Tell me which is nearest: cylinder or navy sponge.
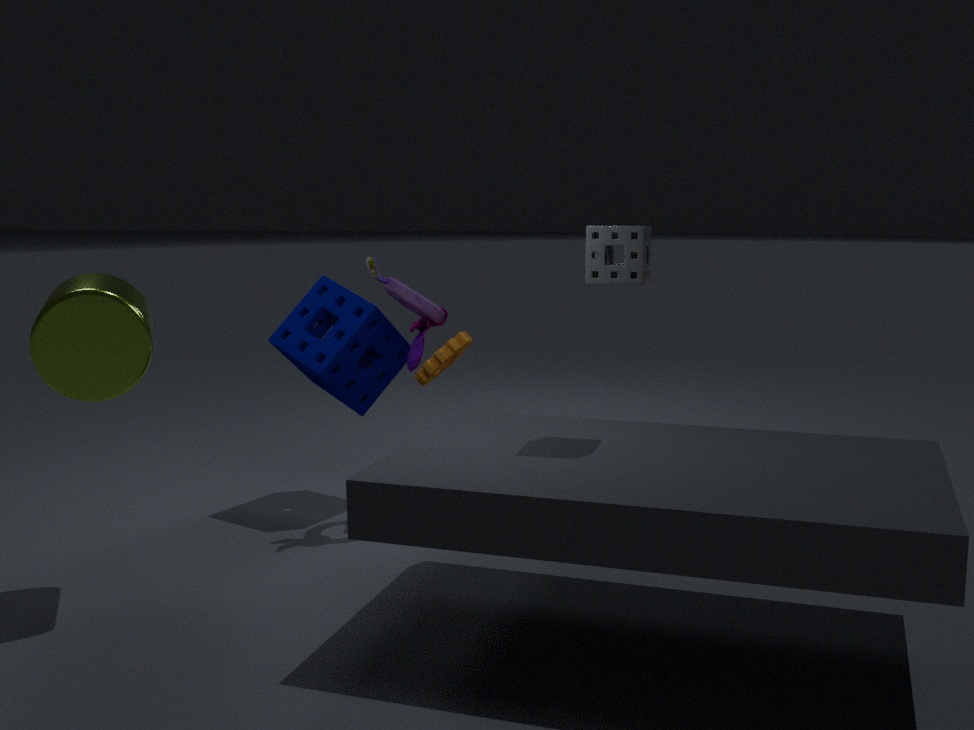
cylinder
